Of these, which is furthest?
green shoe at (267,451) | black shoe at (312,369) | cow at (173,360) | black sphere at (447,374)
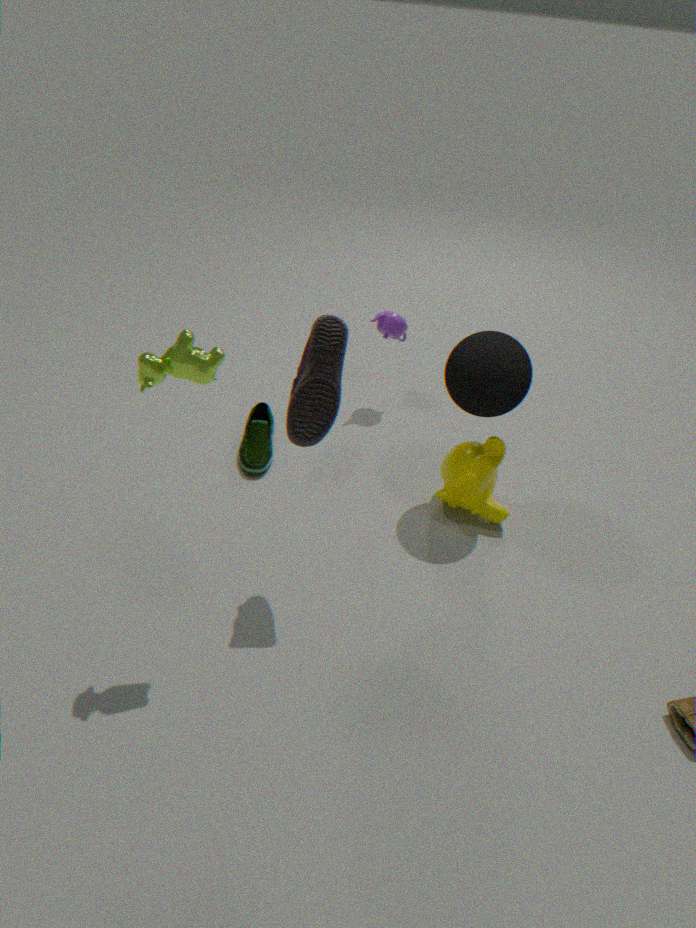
green shoe at (267,451)
